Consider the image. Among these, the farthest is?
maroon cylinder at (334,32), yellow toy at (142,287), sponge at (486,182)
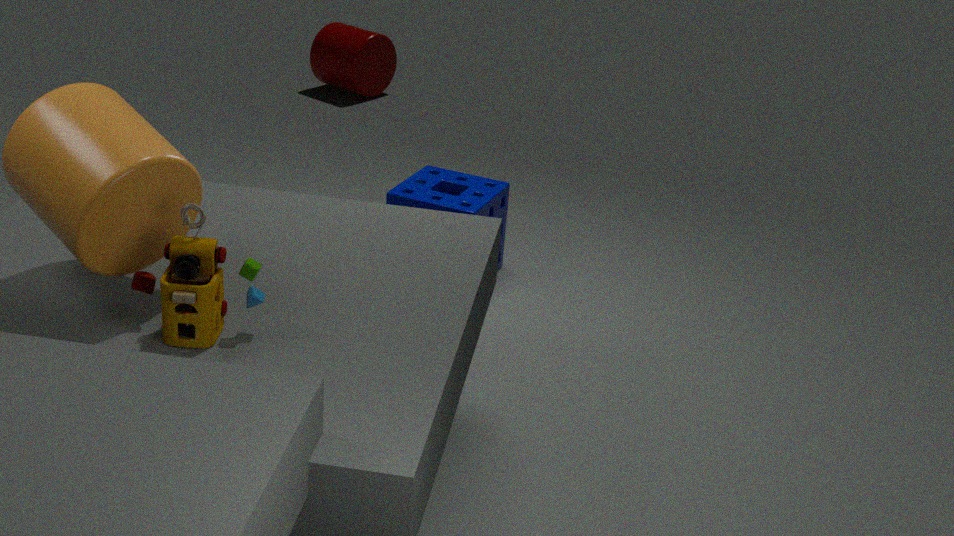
maroon cylinder at (334,32)
